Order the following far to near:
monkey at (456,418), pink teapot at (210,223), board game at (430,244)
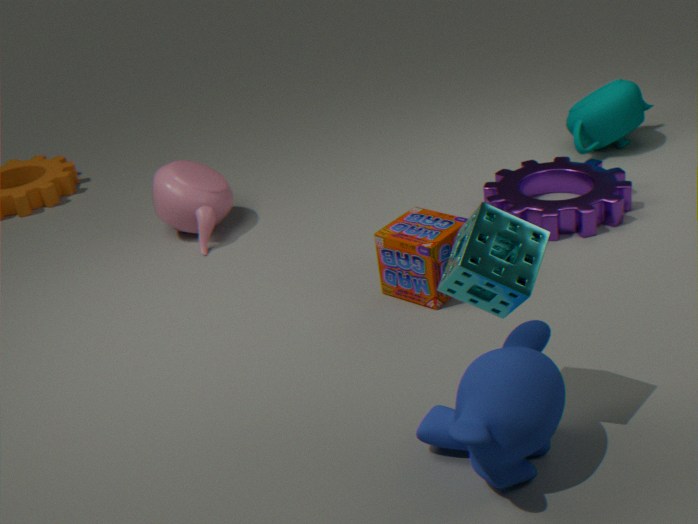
pink teapot at (210,223) → board game at (430,244) → monkey at (456,418)
